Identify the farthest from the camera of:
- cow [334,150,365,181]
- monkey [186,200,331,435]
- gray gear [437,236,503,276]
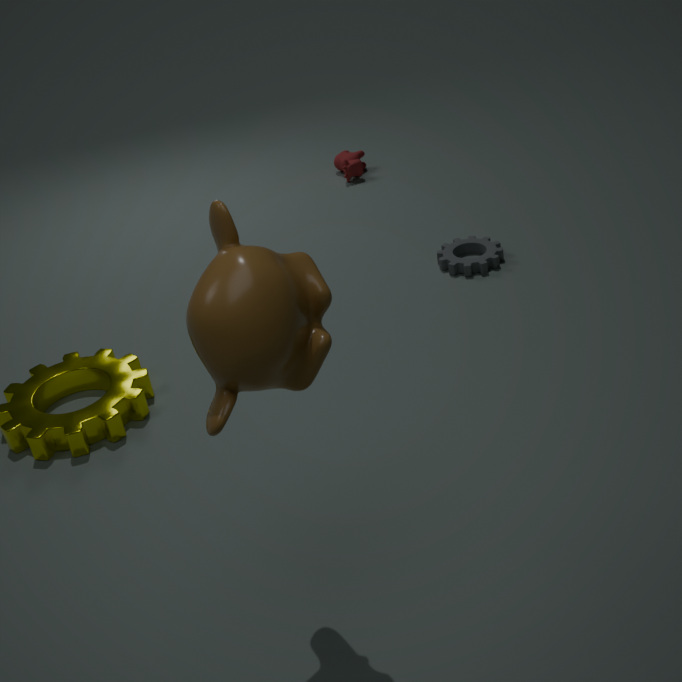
cow [334,150,365,181]
